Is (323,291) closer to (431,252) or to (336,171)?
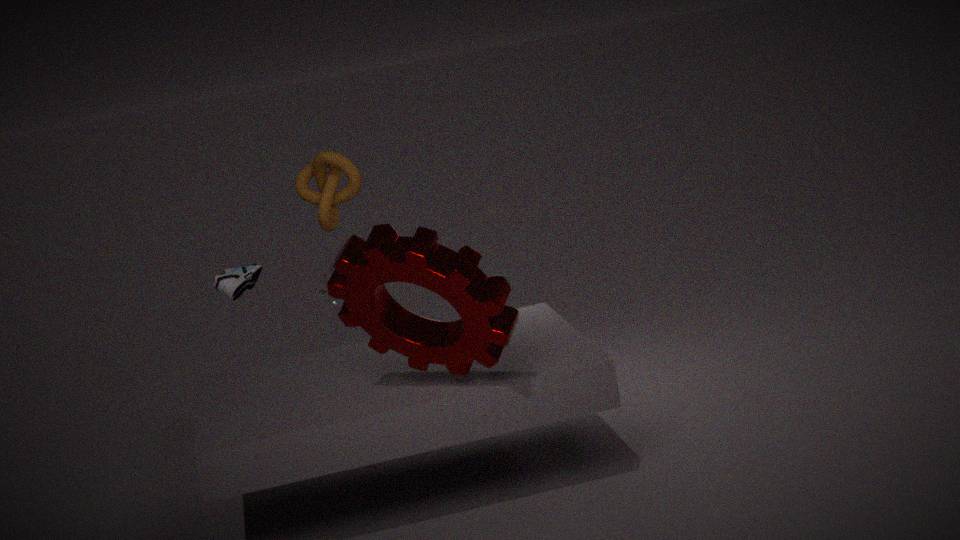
(336,171)
